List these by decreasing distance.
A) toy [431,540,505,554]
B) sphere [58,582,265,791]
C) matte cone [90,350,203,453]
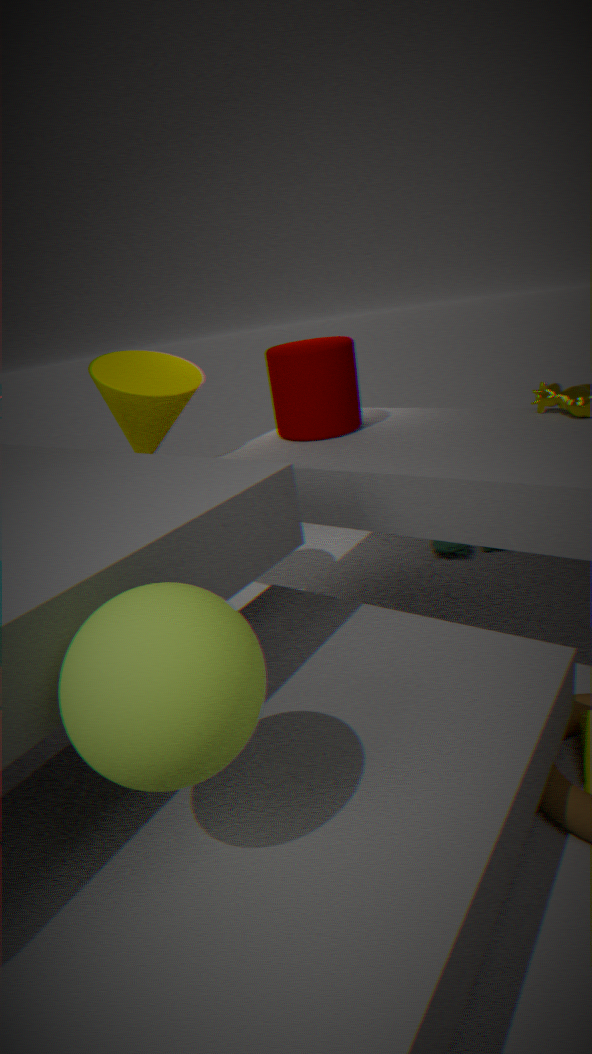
toy [431,540,505,554] → matte cone [90,350,203,453] → sphere [58,582,265,791]
